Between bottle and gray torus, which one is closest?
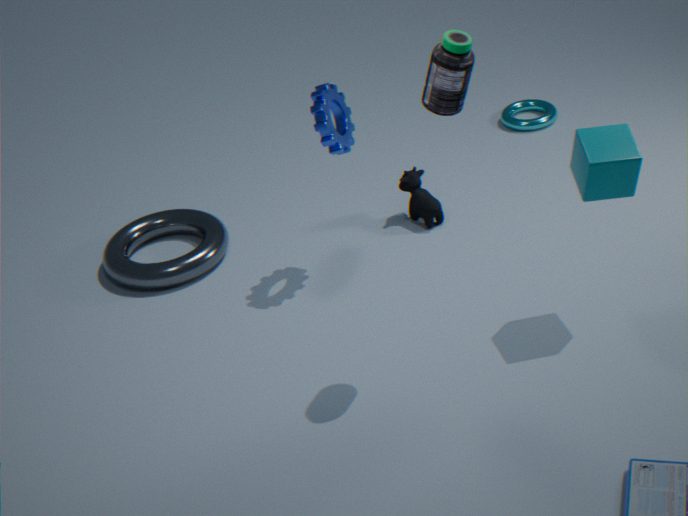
bottle
